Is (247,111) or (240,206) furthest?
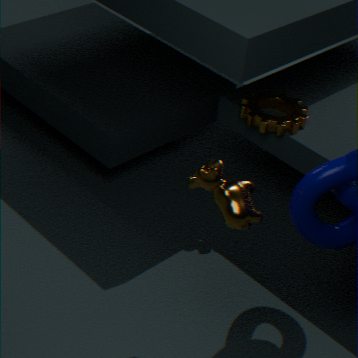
(247,111)
